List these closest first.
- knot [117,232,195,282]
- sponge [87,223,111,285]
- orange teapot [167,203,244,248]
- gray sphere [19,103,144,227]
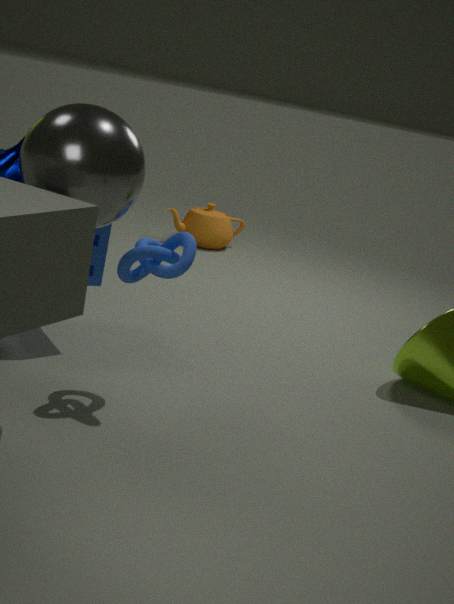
gray sphere [19,103,144,227], knot [117,232,195,282], sponge [87,223,111,285], orange teapot [167,203,244,248]
